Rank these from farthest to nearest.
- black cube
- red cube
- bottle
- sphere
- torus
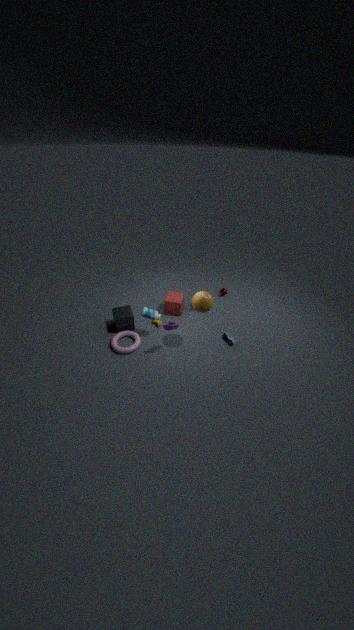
red cube
black cube
bottle
torus
sphere
